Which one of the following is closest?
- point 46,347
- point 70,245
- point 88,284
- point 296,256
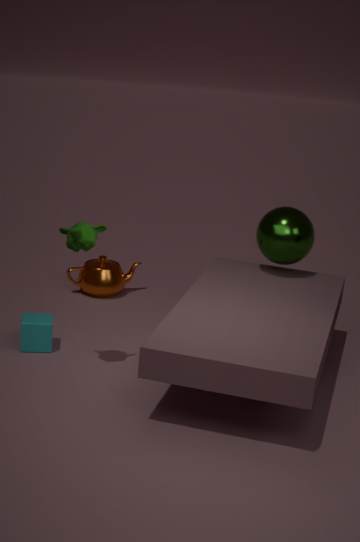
point 70,245
